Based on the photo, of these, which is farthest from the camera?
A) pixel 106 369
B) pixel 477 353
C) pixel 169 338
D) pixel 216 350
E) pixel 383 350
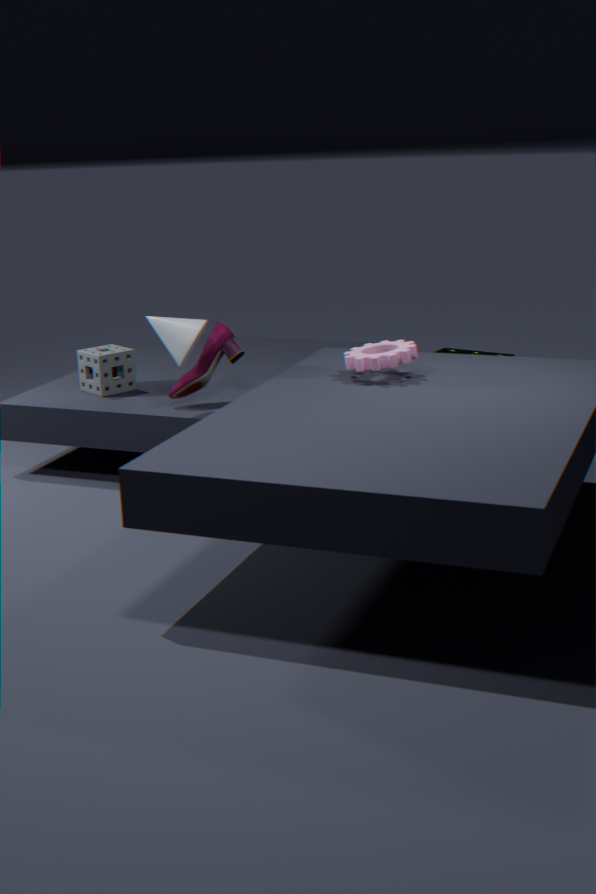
B. pixel 477 353
